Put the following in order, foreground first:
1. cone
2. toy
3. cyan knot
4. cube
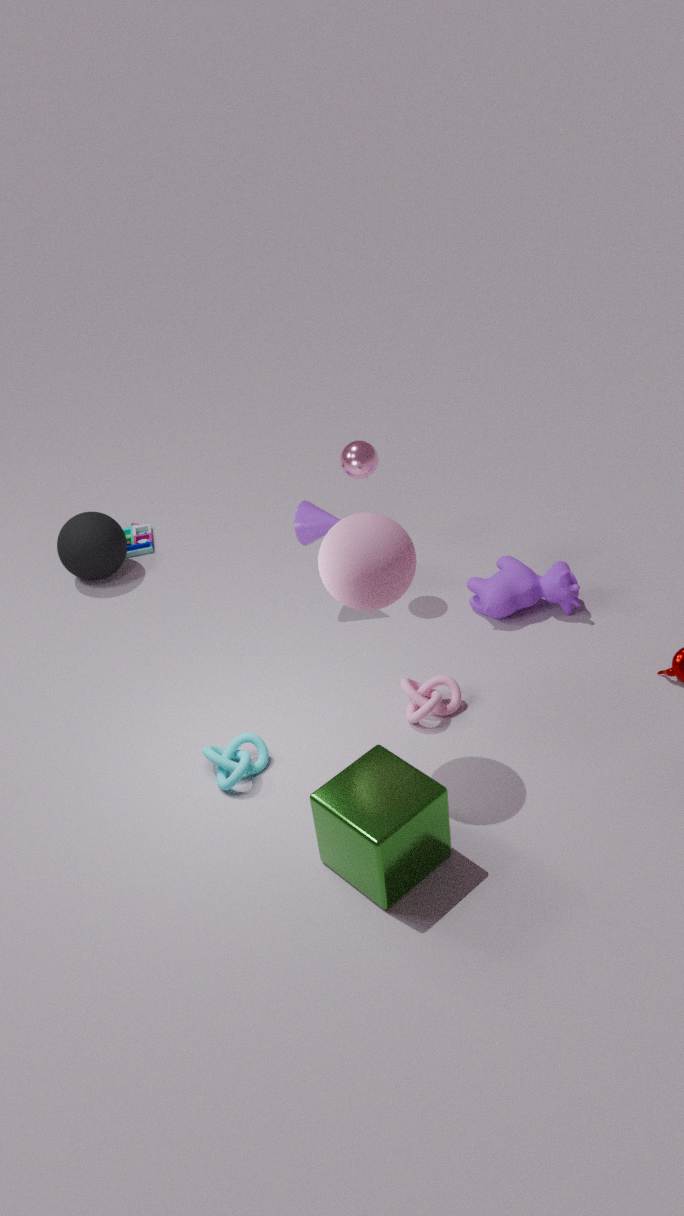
cube, cyan knot, cone, toy
